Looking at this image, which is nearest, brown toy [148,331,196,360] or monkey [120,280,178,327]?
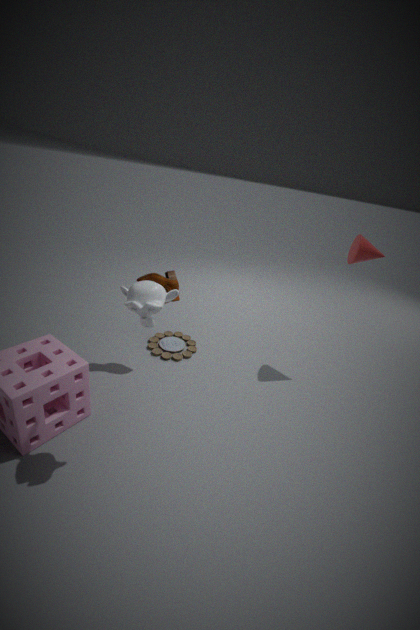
monkey [120,280,178,327]
